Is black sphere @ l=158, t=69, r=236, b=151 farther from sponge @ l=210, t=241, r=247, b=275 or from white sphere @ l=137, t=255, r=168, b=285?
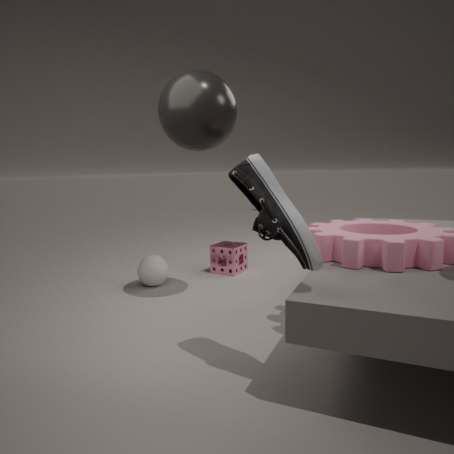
sponge @ l=210, t=241, r=247, b=275
